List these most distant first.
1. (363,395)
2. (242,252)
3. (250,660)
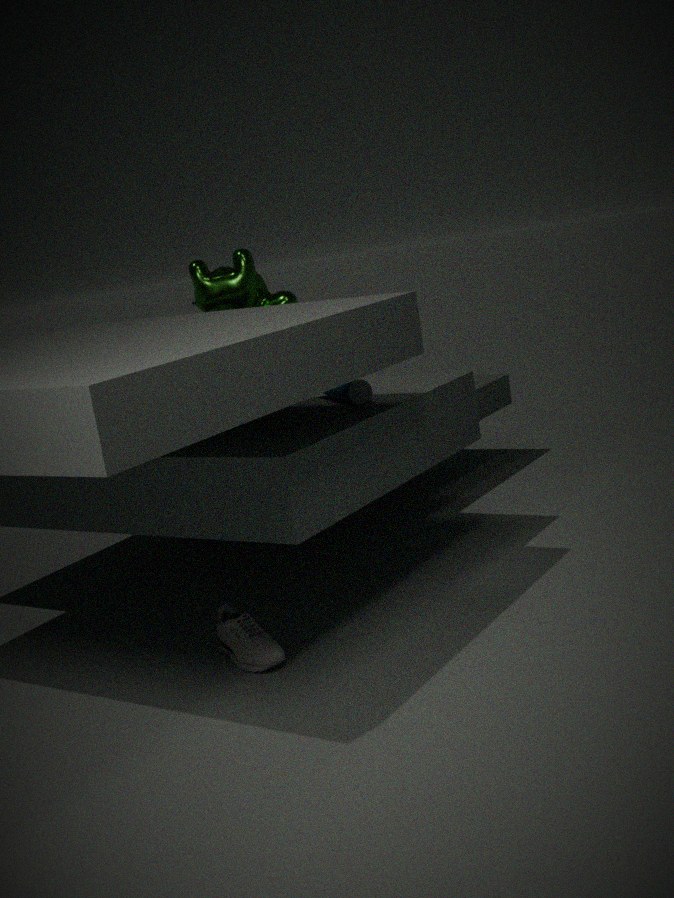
(242,252) → (363,395) → (250,660)
